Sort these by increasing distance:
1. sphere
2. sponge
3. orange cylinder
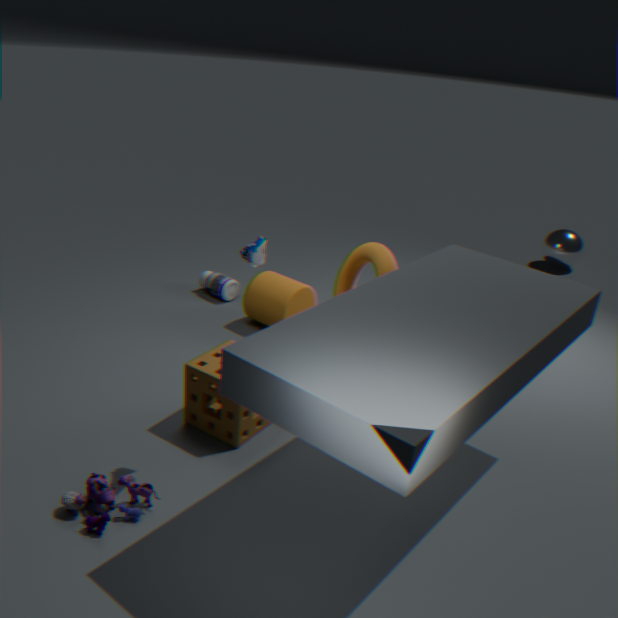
sponge < orange cylinder < sphere
